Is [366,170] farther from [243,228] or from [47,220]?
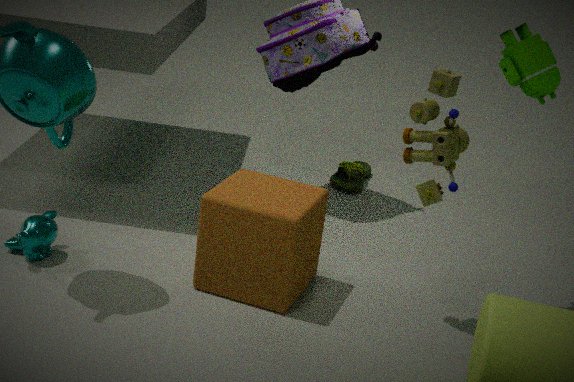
[47,220]
